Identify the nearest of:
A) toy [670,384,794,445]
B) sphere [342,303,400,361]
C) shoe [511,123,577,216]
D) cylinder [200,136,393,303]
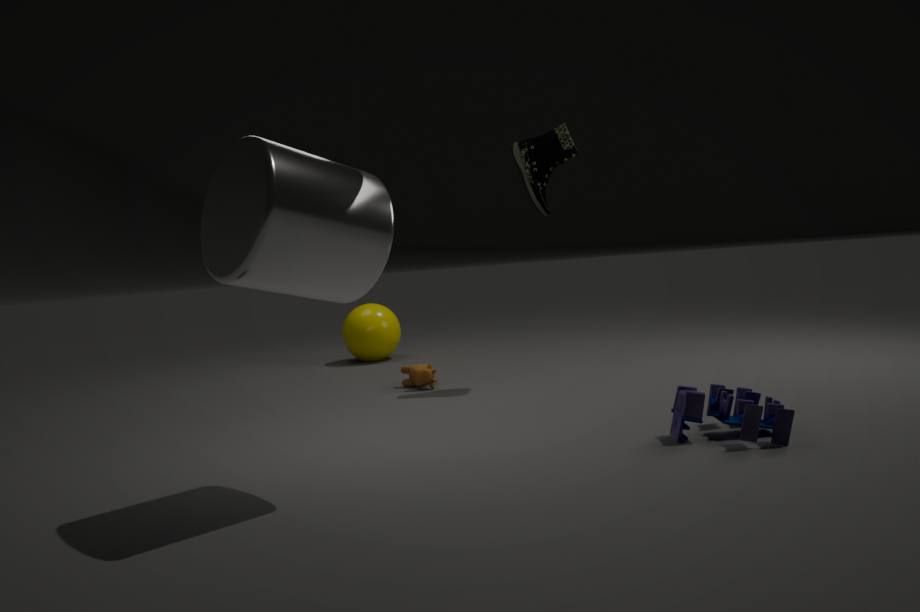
D. cylinder [200,136,393,303]
